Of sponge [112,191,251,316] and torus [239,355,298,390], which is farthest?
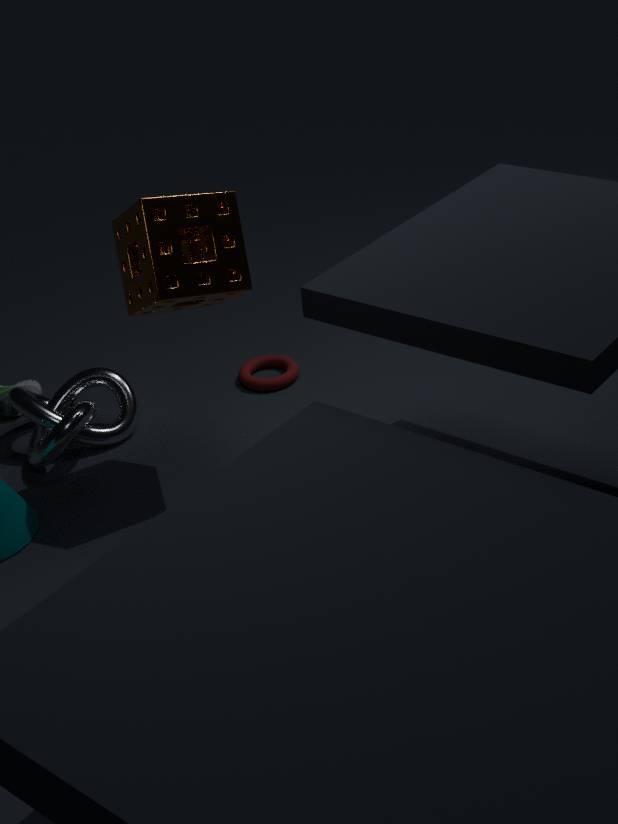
torus [239,355,298,390]
